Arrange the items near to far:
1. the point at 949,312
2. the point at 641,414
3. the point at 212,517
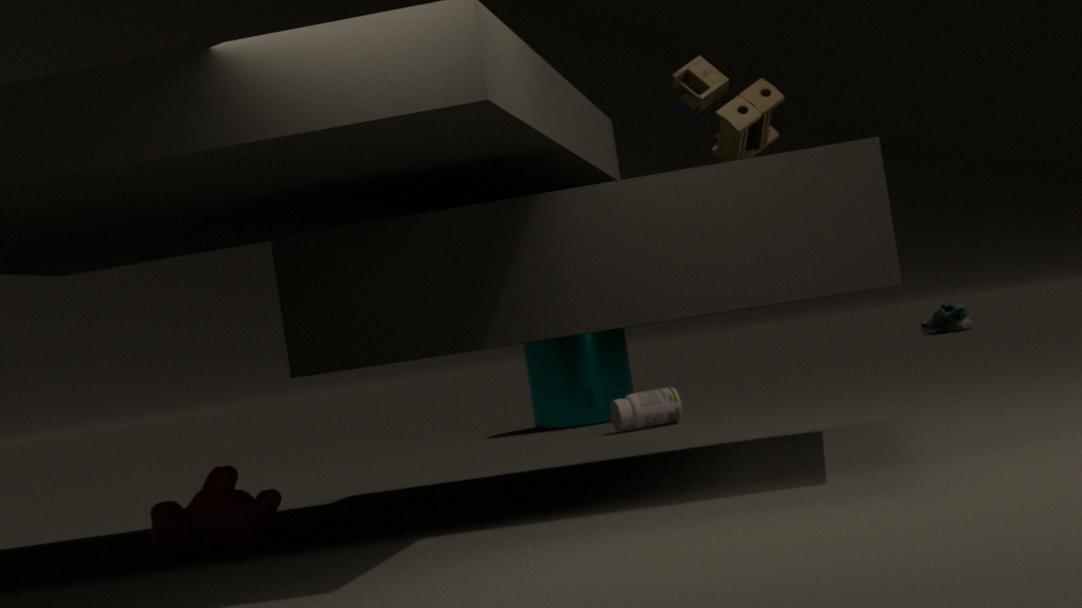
1. the point at 212,517
2. the point at 641,414
3. the point at 949,312
